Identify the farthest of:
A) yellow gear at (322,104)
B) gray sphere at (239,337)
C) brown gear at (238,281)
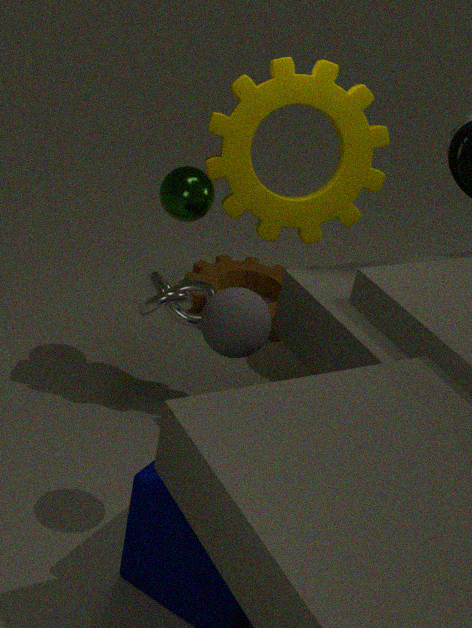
brown gear at (238,281)
